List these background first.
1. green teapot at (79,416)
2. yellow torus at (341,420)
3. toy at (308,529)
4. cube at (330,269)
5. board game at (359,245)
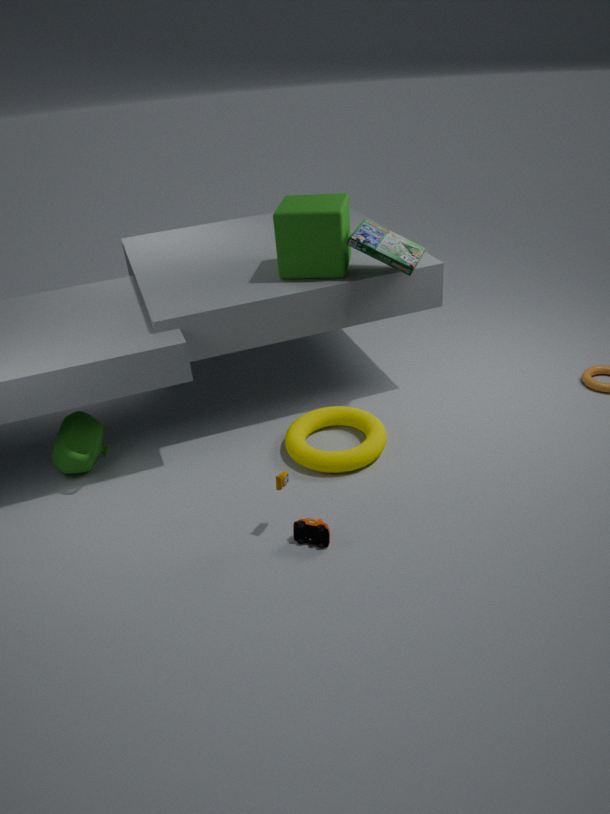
board game at (359,245)
cube at (330,269)
green teapot at (79,416)
yellow torus at (341,420)
toy at (308,529)
